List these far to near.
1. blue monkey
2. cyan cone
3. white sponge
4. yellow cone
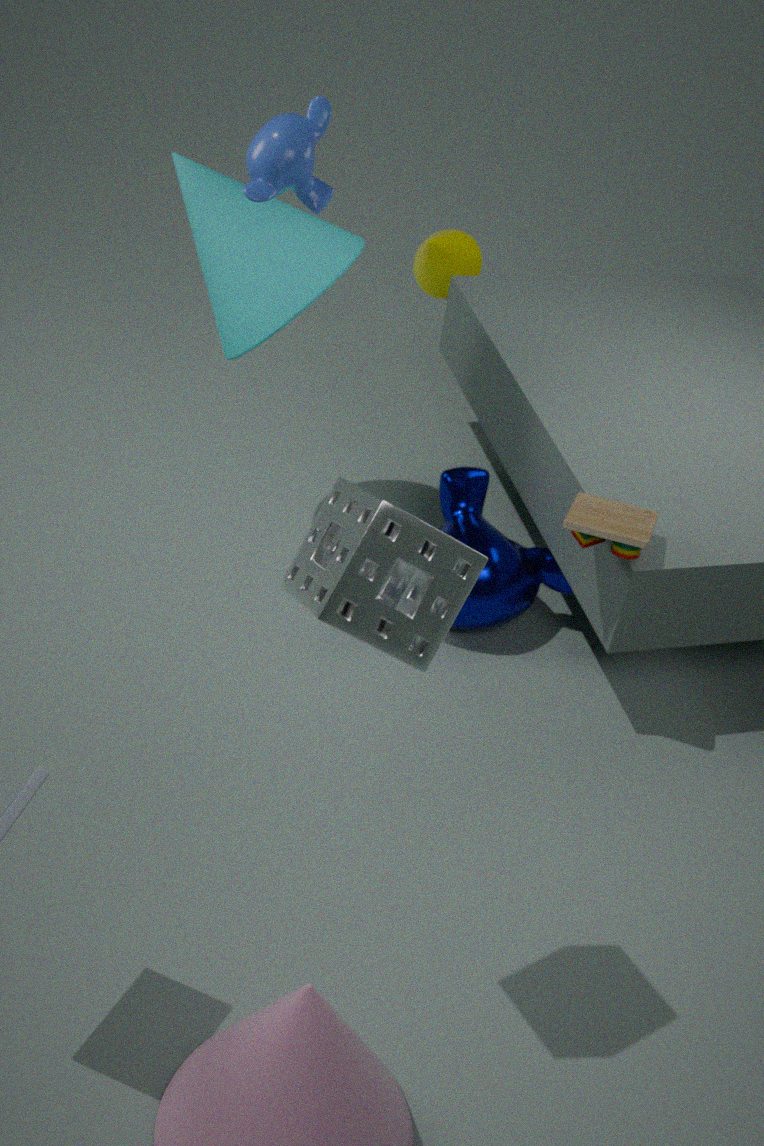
yellow cone, cyan cone, blue monkey, white sponge
